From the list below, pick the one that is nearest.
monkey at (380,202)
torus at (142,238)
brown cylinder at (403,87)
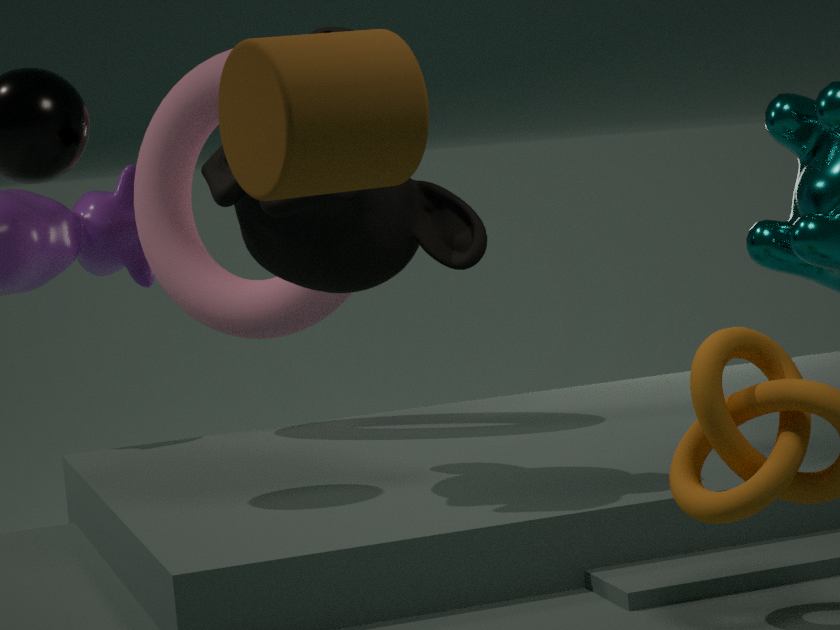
brown cylinder at (403,87)
